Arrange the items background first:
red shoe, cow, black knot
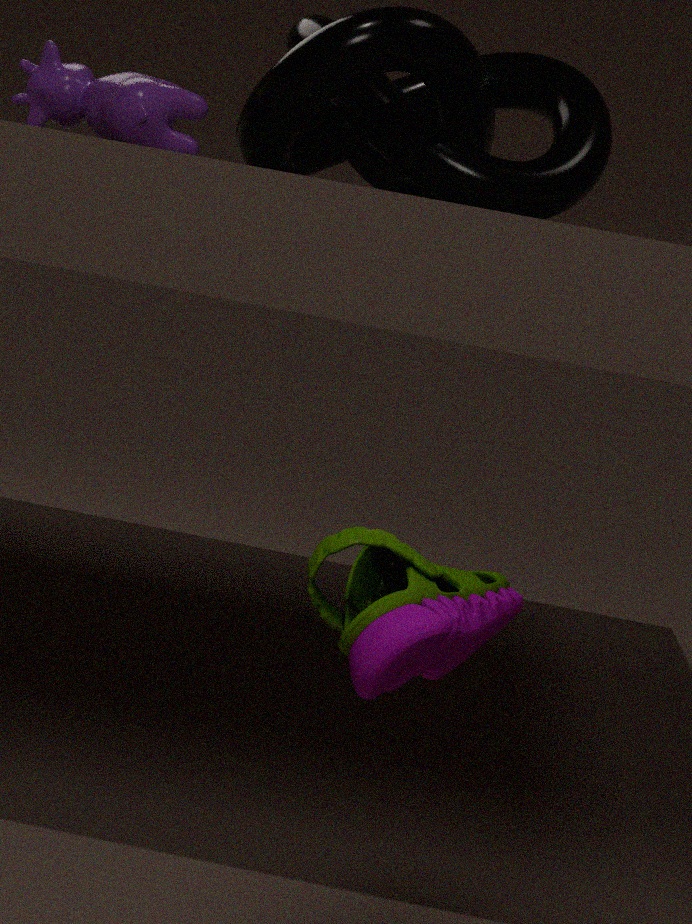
black knot
cow
red shoe
